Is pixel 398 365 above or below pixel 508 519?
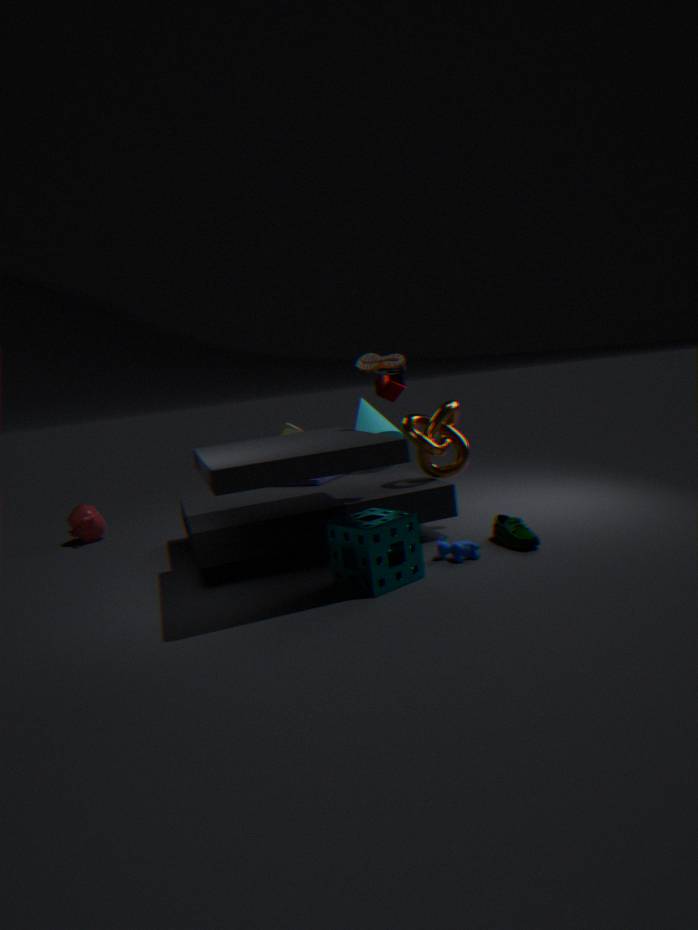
above
